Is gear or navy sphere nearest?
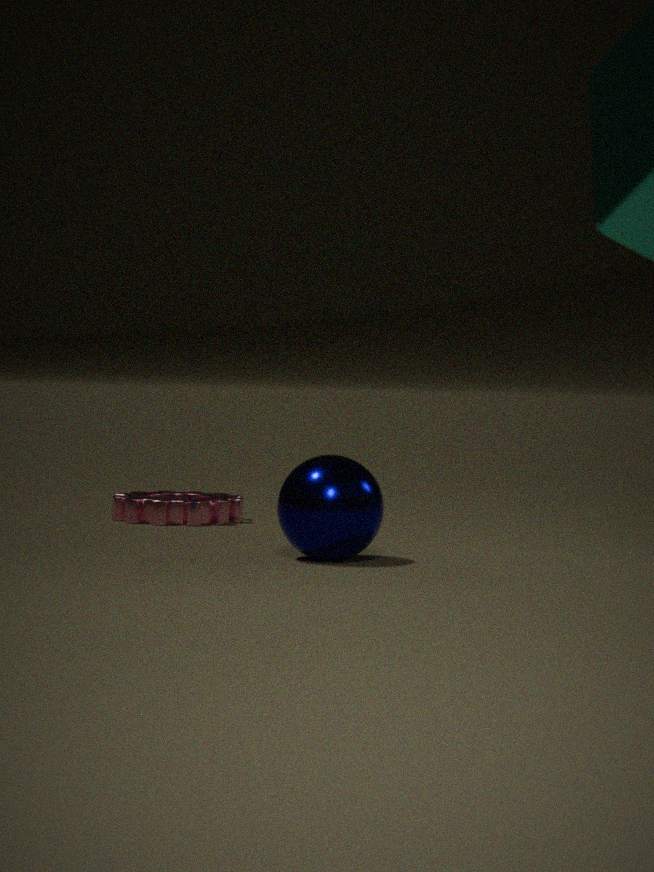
navy sphere
